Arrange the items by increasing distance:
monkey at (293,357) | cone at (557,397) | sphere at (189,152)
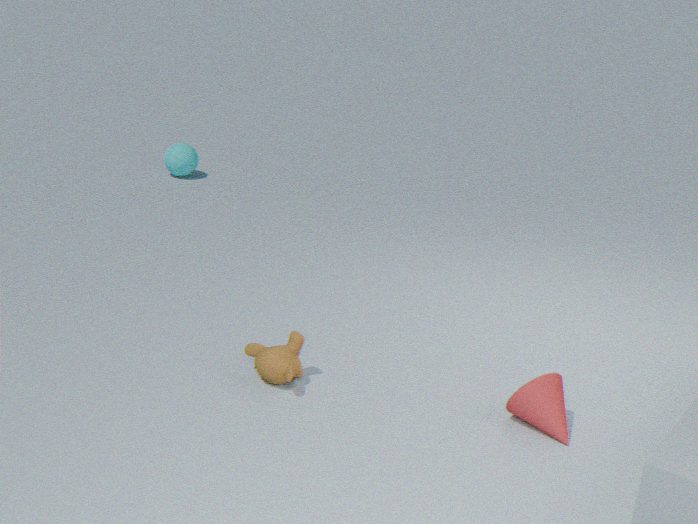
cone at (557,397) < monkey at (293,357) < sphere at (189,152)
